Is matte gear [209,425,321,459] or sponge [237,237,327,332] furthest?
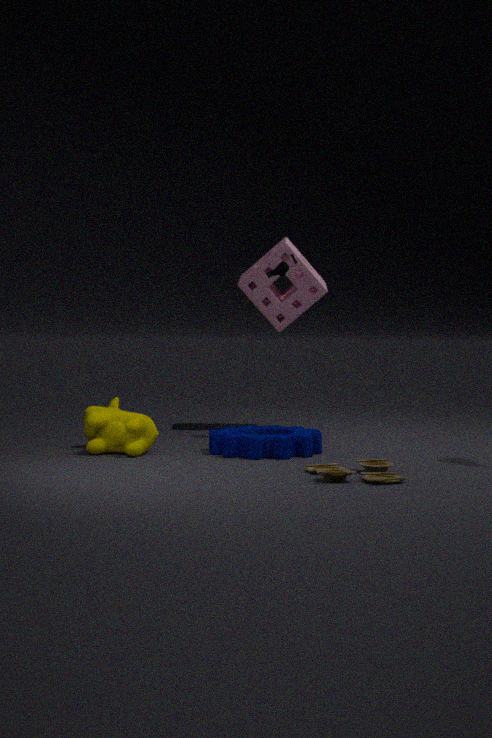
sponge [237,237,327,332]
